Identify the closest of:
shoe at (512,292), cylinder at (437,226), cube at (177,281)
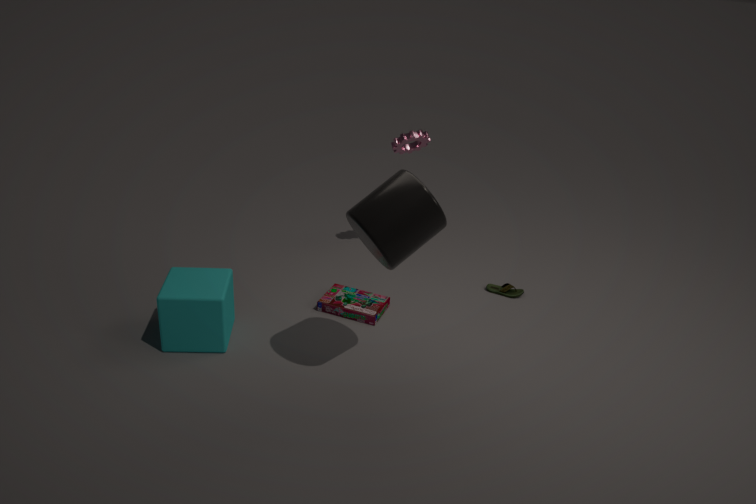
cylinder at (437,226)
